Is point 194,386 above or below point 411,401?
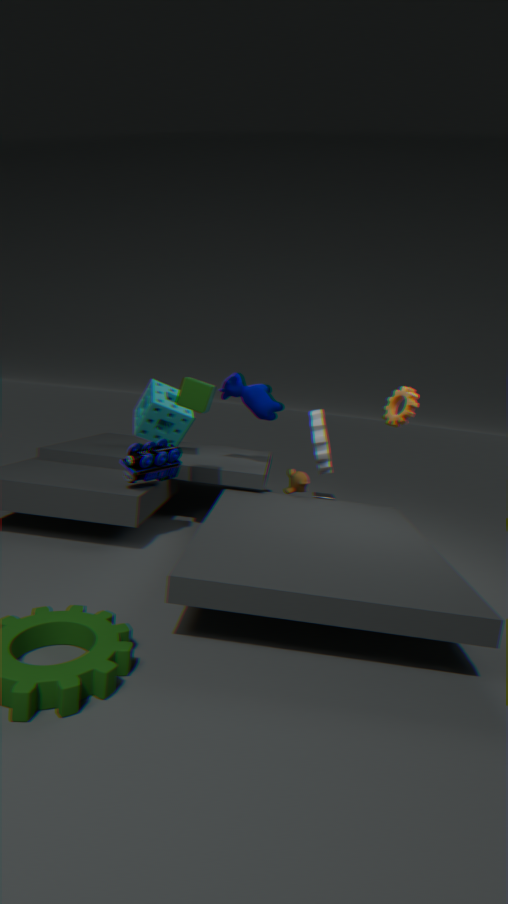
below
